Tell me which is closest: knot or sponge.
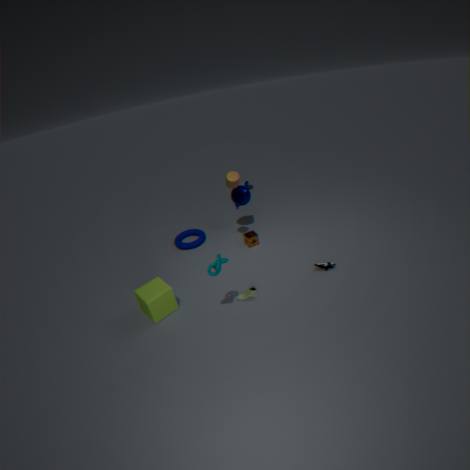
knot
